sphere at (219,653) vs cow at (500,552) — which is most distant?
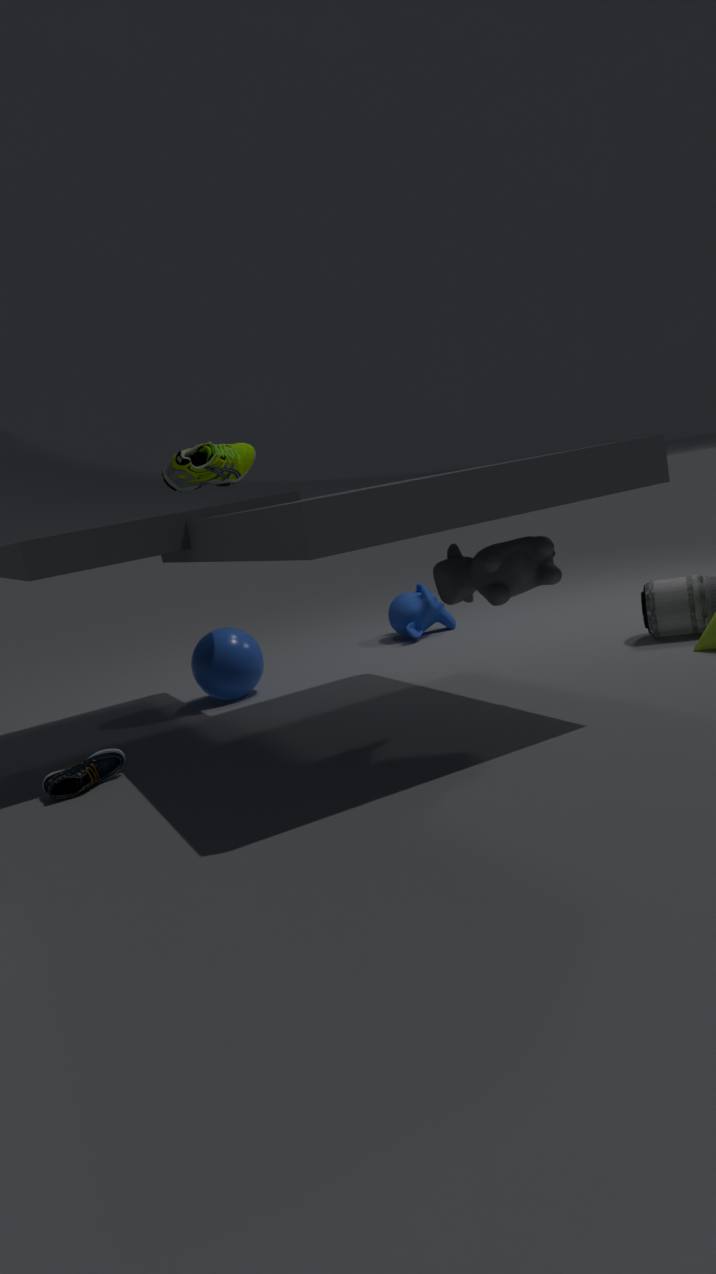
sphere at (219,653)
